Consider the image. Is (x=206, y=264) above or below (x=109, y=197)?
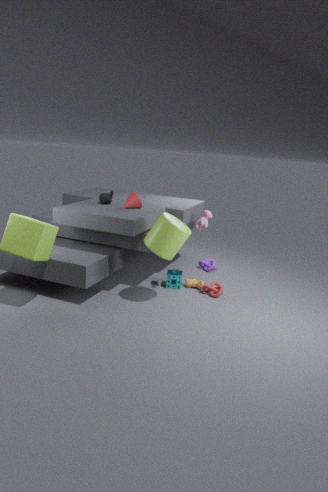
below
